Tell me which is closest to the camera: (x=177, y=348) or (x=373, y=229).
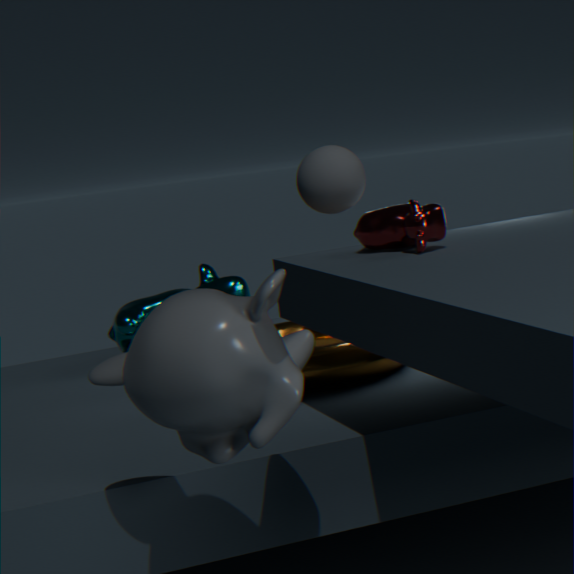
(x=177, y=348)
